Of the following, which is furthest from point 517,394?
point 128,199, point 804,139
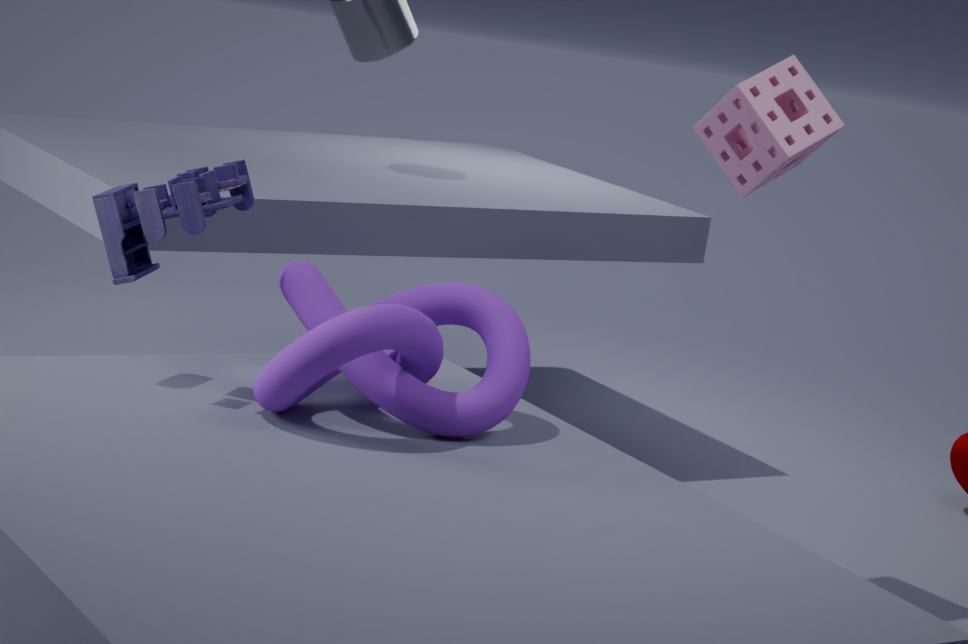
point 804,139
